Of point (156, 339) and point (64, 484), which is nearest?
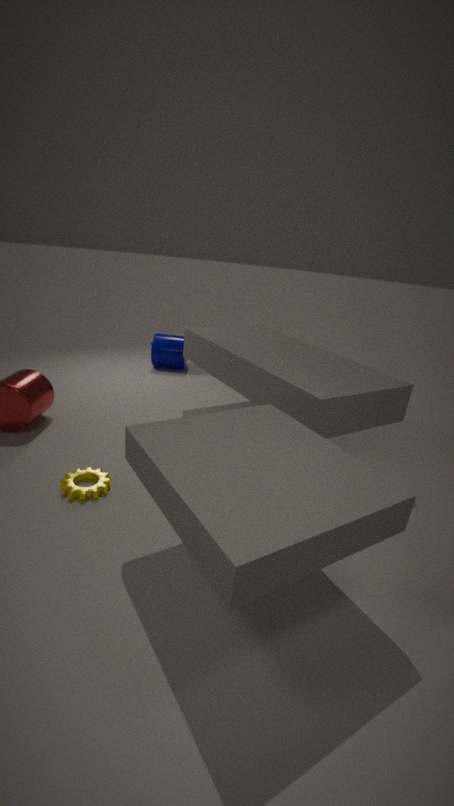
point (64, 484)
